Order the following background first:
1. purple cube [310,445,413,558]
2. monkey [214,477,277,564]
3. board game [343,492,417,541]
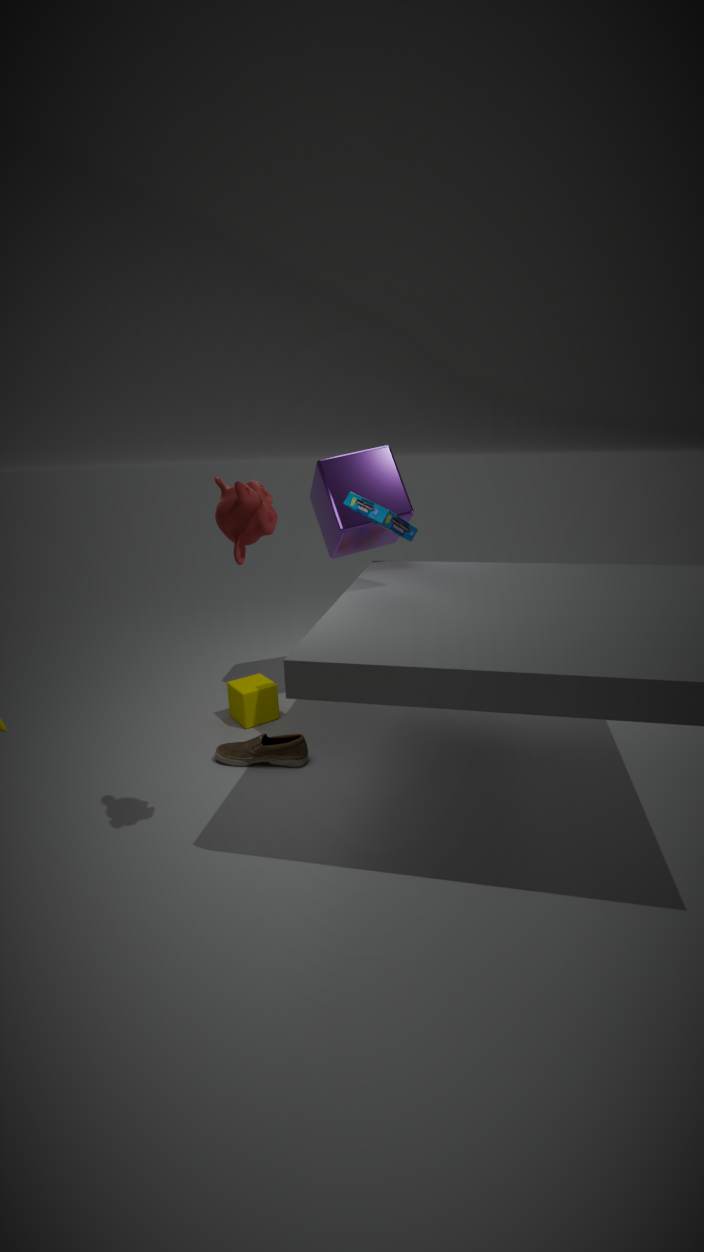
purple cube [310,445,413,558], board game [343,492,417,541], monkey [214,477,277,564]
